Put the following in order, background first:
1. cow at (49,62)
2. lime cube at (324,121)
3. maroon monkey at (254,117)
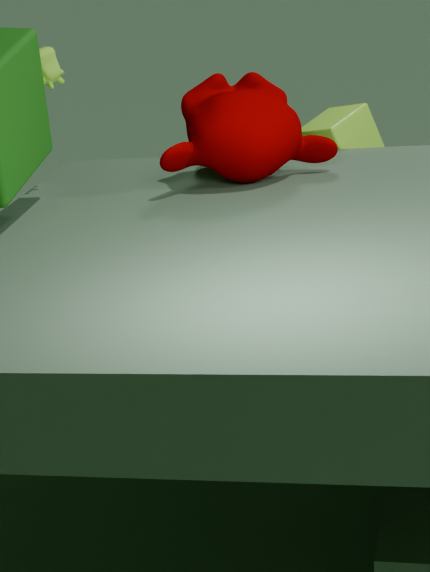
lime cube at (324,121), cow at (49,62), maroon monkey at (254,117)
